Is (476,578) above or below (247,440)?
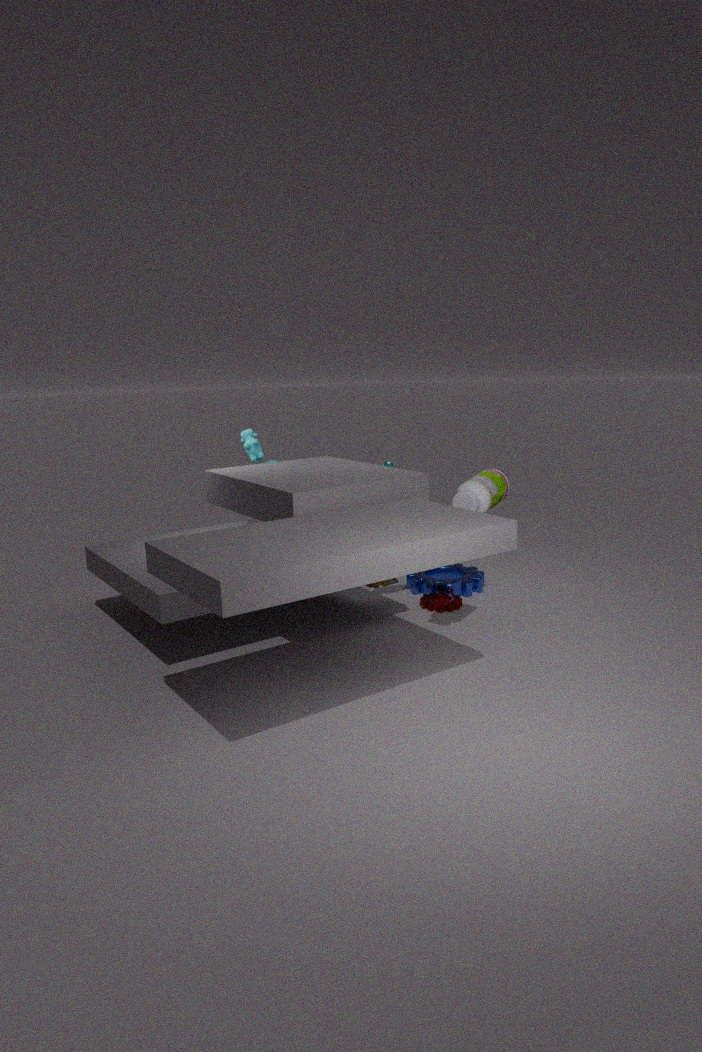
below
